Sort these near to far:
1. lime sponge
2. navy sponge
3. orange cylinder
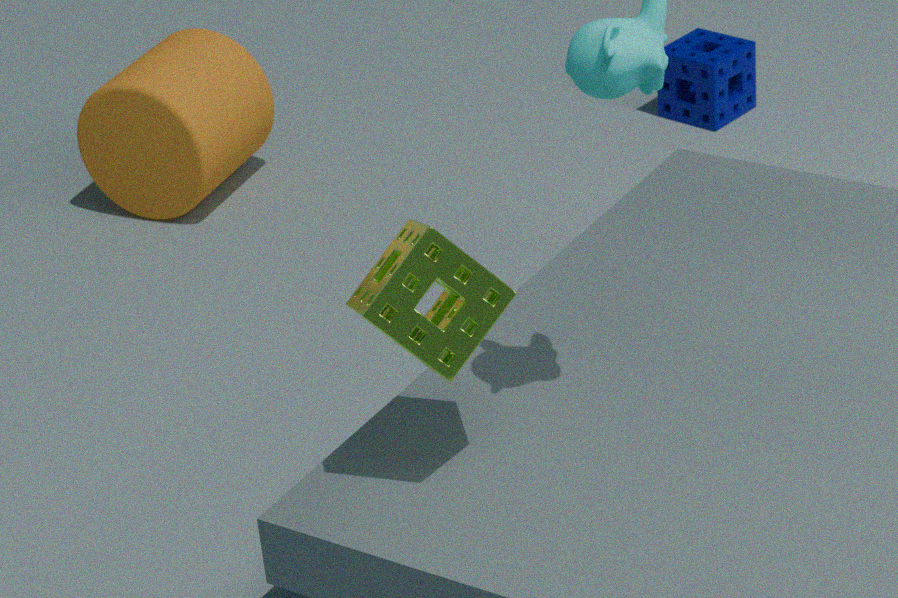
lime sponge
orange cylinder
navy sponge
